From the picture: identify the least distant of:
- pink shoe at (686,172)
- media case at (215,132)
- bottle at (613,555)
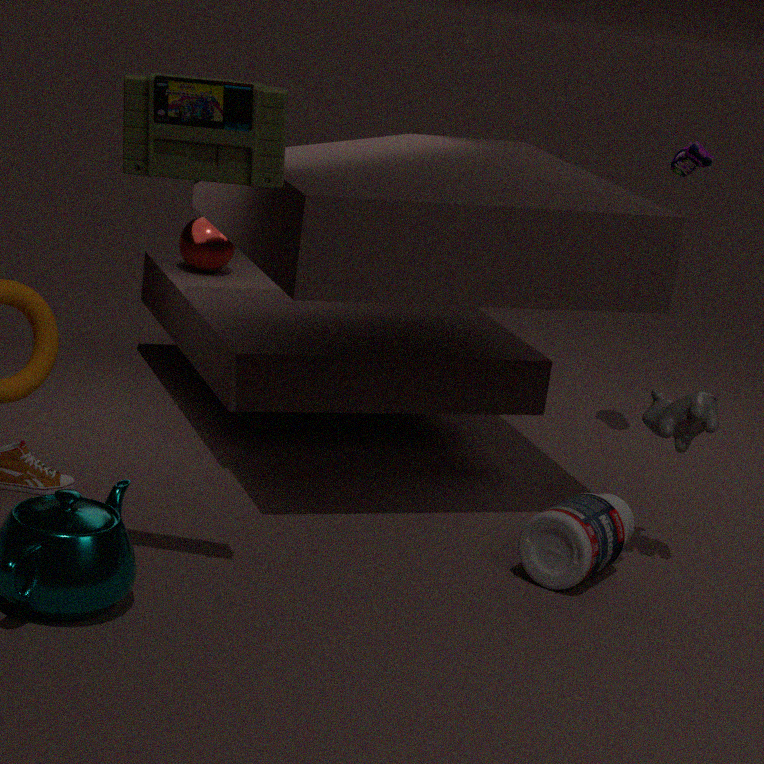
media case at (215,132)
